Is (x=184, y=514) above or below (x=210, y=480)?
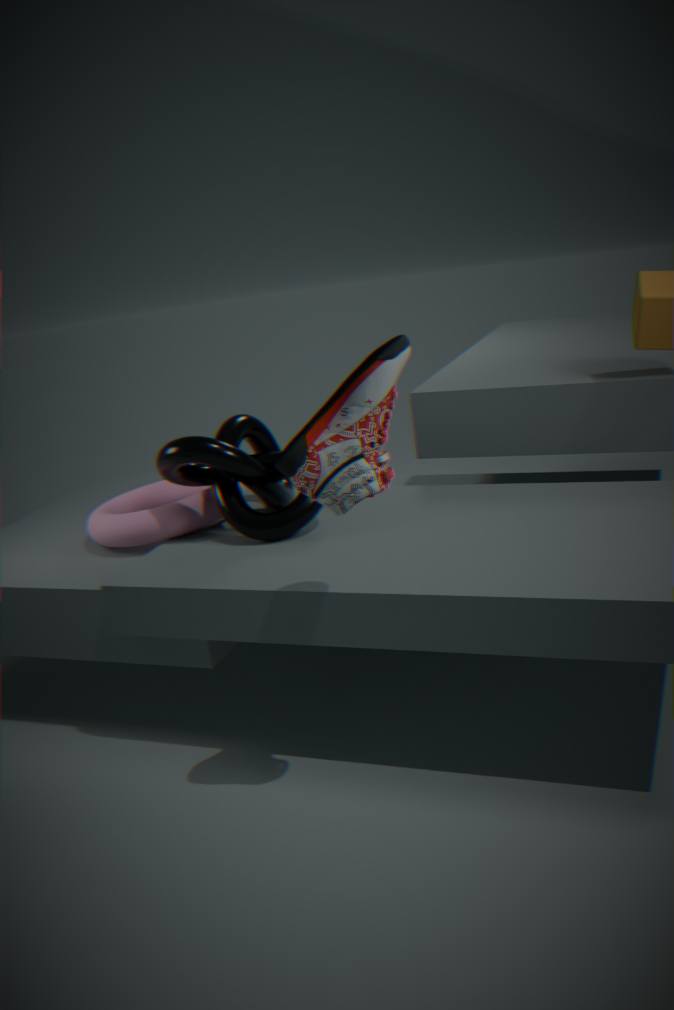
below
